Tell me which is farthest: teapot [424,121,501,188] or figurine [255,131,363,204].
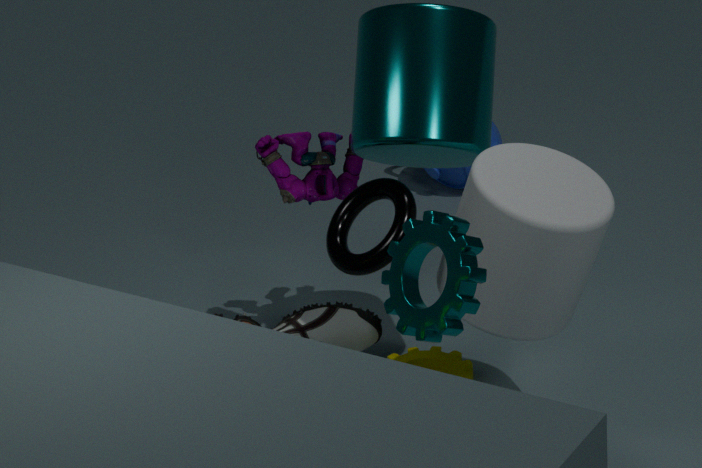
teapot [424,121,501,188]
